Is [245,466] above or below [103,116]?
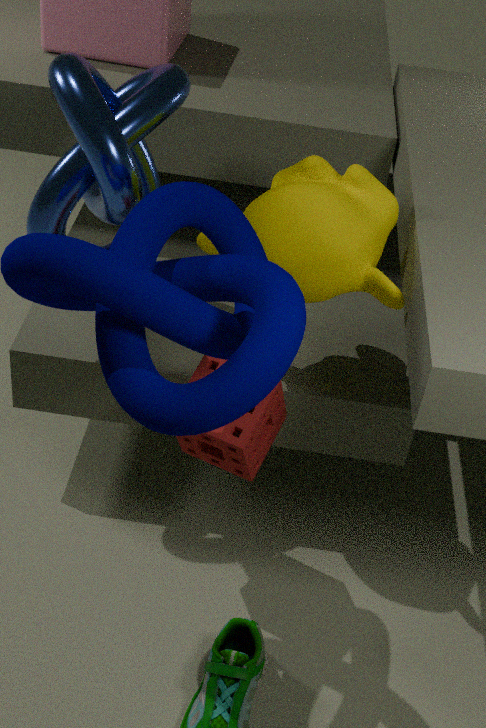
below
